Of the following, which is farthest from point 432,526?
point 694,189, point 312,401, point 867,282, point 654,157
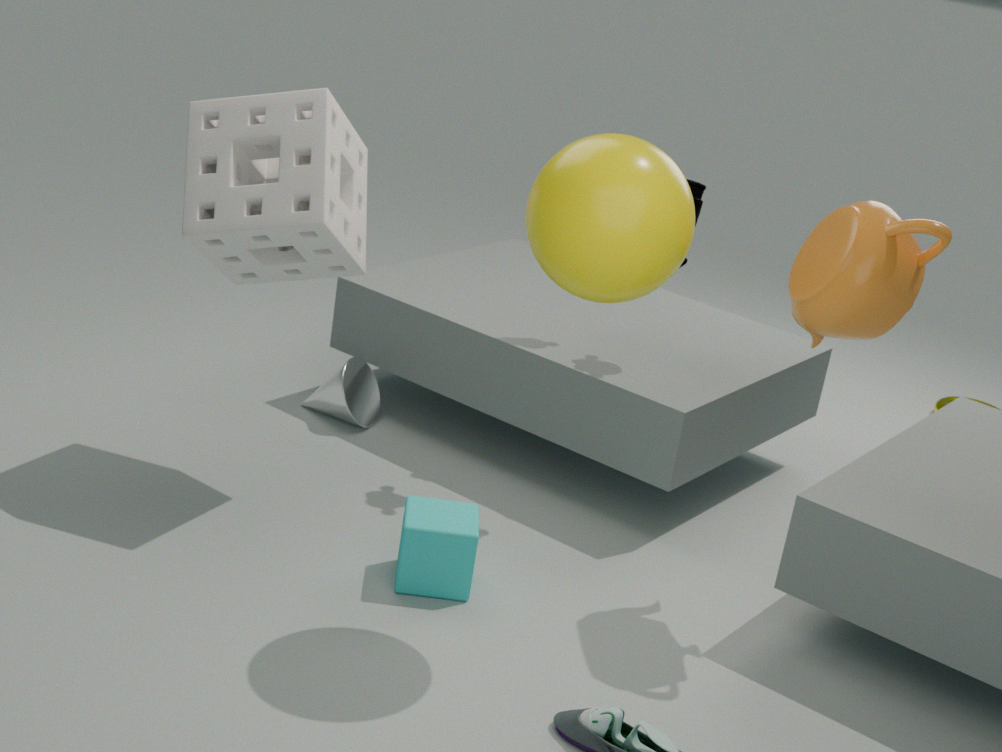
point 867,282
